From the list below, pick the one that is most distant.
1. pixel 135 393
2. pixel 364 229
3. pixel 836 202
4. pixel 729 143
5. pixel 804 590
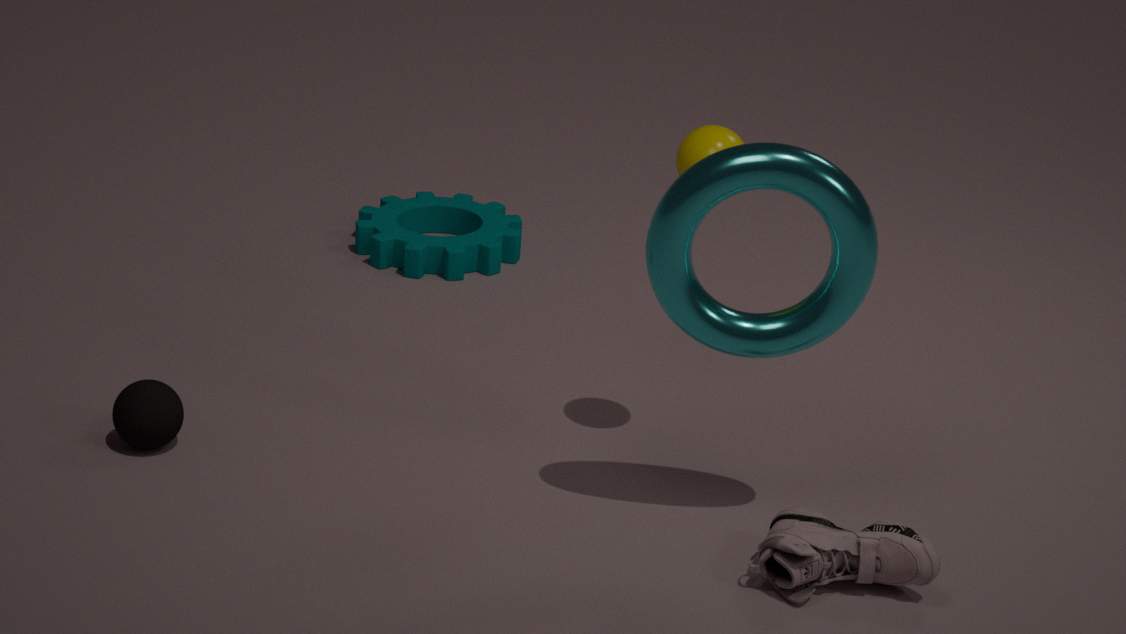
pixel 364 229
